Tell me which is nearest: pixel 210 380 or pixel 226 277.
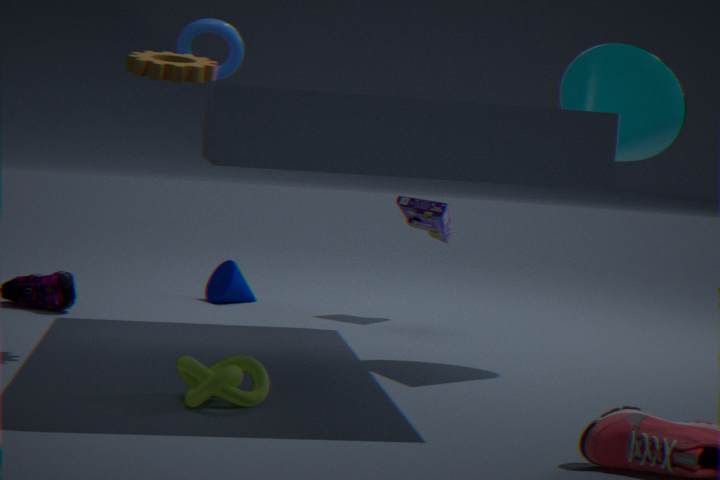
pixel 210 380
